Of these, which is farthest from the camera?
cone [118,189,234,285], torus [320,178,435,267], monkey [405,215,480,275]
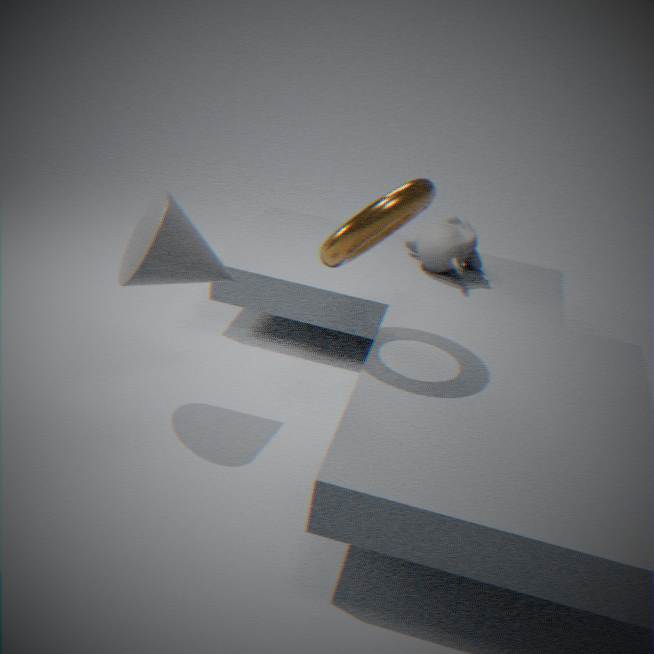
monkey [405,215,480,275]
